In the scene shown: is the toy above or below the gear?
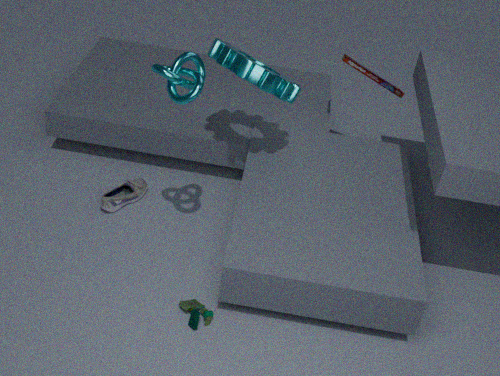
below
